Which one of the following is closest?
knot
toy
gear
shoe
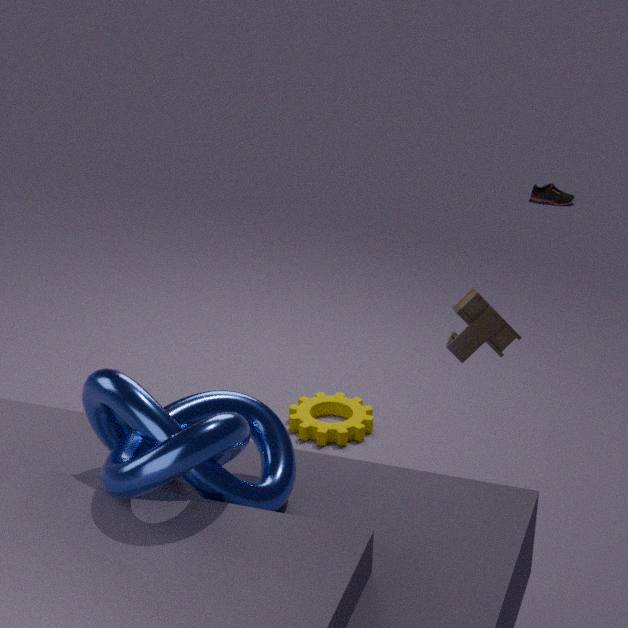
knot
